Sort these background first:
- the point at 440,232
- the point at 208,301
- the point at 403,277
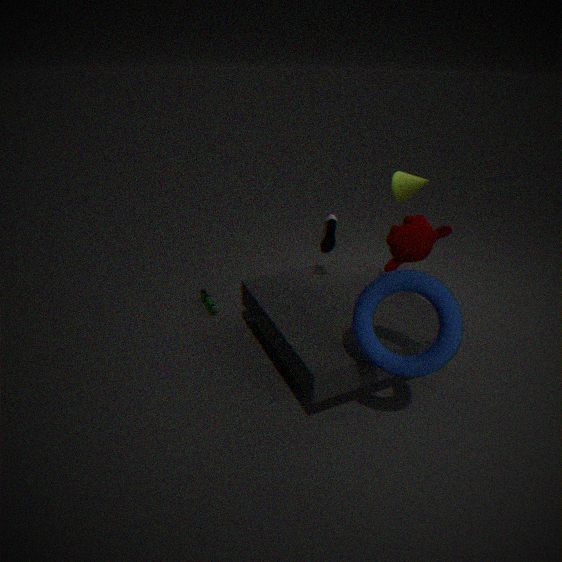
the point at 208,301 < the point at 440,232 < the point at 403,277
